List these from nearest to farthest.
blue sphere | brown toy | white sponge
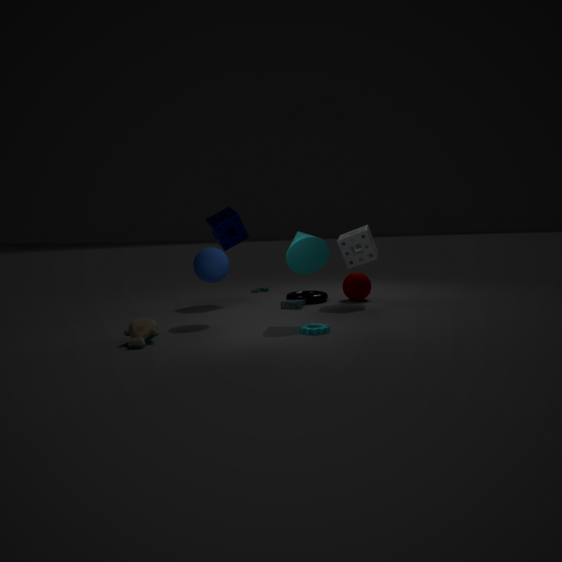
brown toy, blue sphere, white sponge
